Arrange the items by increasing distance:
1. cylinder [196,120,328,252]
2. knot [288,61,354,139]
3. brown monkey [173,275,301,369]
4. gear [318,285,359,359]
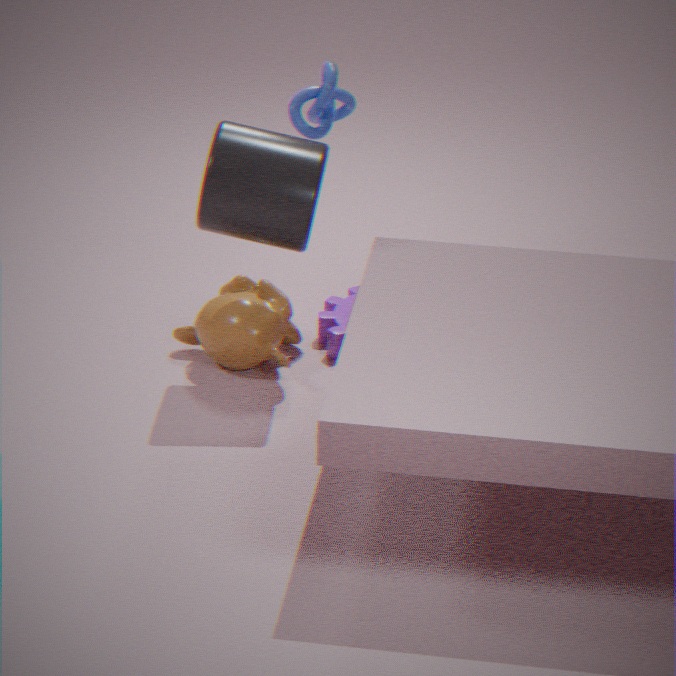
1. cylinder [196,120,328,252]
2. brown monkey [173,275,301,369]
3. knot [288,61,354,139]
4. gear [318,285,359,359]
